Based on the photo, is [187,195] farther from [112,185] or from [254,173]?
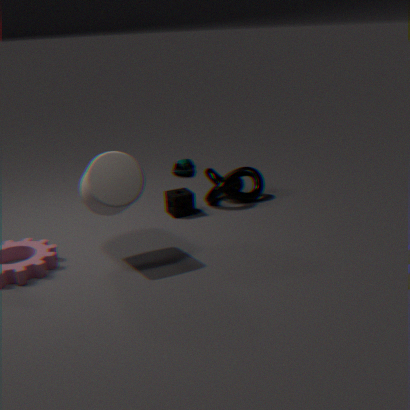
[112,185]
